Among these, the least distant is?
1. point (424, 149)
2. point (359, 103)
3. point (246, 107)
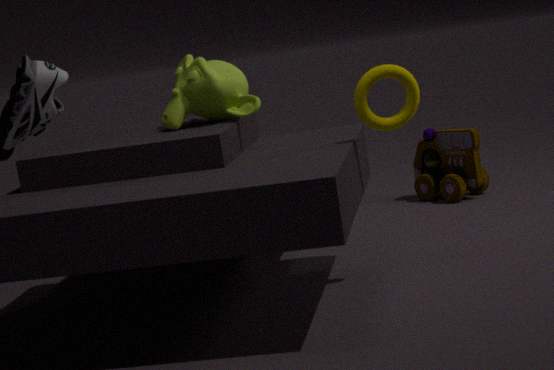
point (359, 103)
